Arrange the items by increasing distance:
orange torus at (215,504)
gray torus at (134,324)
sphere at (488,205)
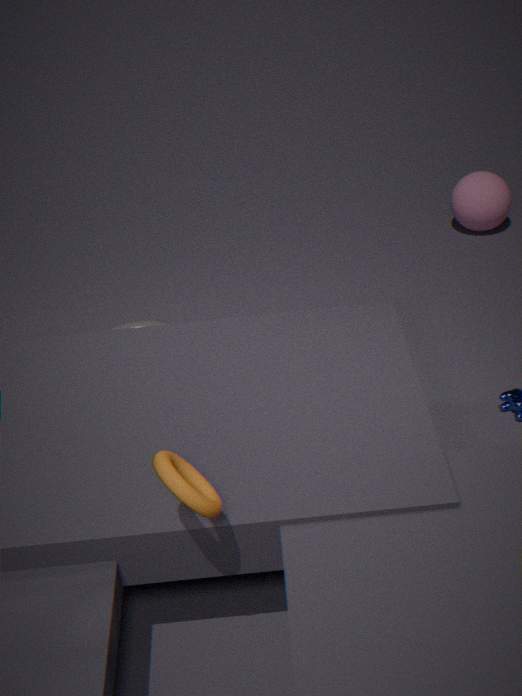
orange torus at (215,504) < gray torus at (134,324) < sphere at (488,205)
